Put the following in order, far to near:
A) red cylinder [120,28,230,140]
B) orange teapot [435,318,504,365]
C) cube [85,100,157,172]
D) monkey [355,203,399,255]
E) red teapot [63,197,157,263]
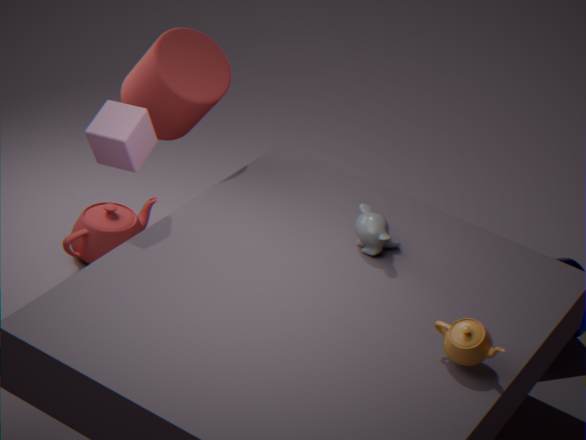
1. red teapot [63,197,157,263]
2. red cylinder [120,28,230,140]
3. monkey [355,203,399,255]
4. cube [85,100,157,172]
5. orange teapot [435,318,504,365]
